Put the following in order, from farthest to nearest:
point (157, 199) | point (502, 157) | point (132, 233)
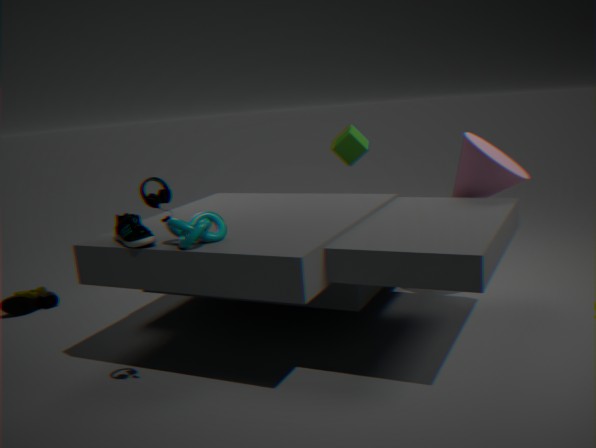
point (502, 157) → point (132, 233) → point (157, 199)
